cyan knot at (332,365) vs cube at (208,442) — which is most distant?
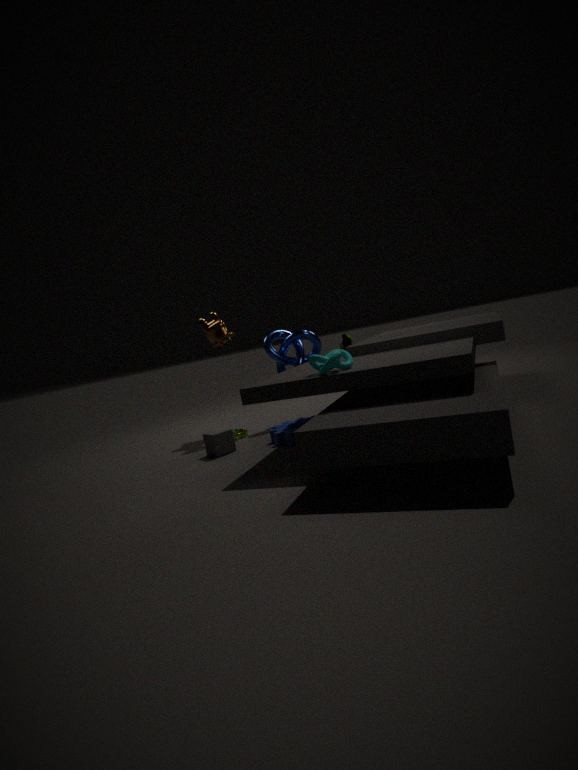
cube at (208,442)
